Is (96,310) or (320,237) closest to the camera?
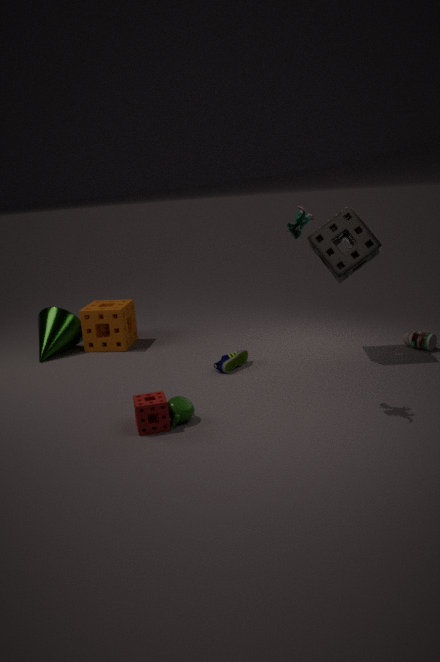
(320,237)
